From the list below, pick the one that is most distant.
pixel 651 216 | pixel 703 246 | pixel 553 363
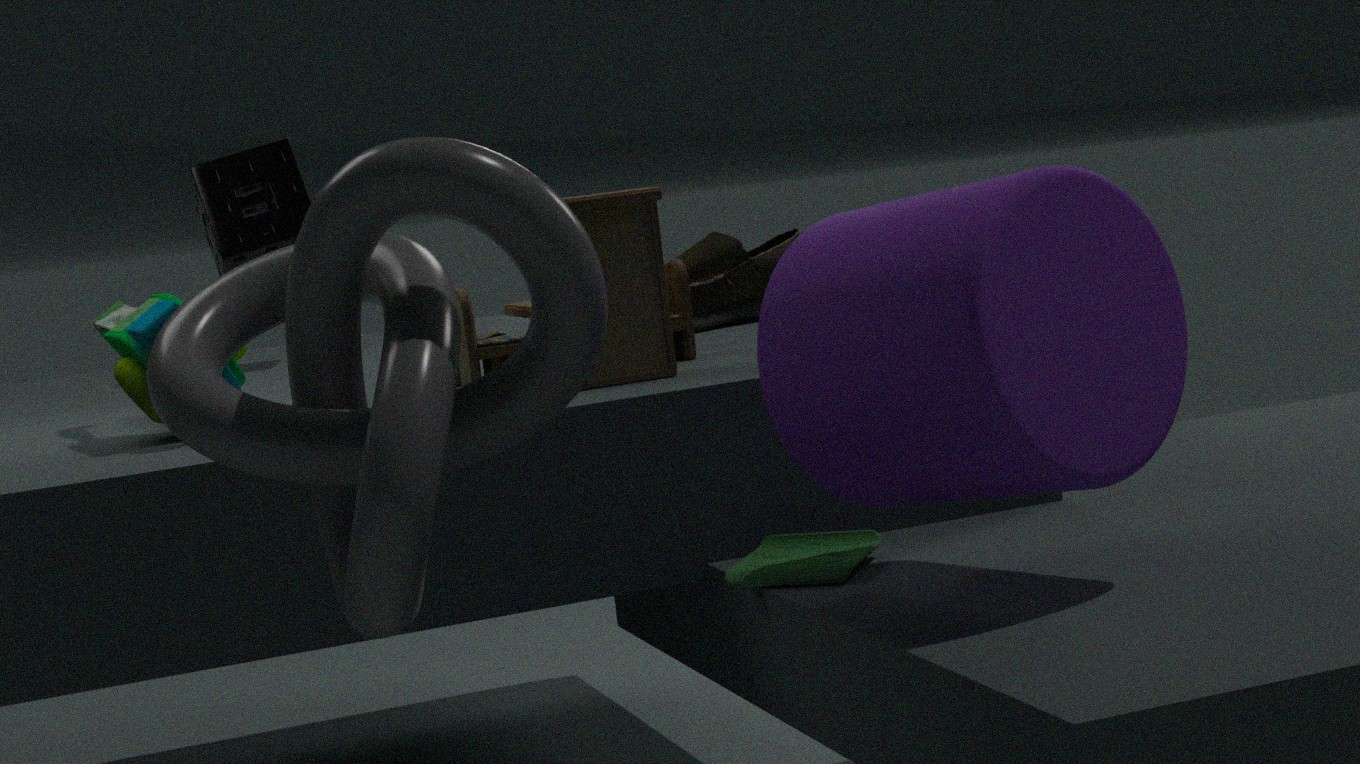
pixel 703 246
